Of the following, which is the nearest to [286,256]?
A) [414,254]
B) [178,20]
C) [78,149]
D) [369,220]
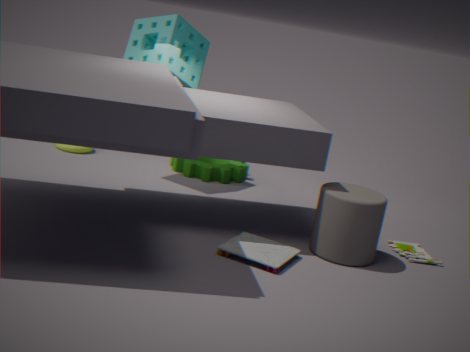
[369,220]
